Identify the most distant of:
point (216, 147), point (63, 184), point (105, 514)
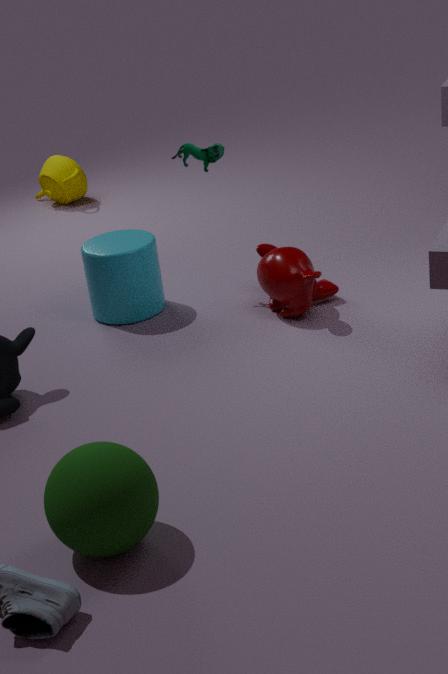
point (63, 184)
